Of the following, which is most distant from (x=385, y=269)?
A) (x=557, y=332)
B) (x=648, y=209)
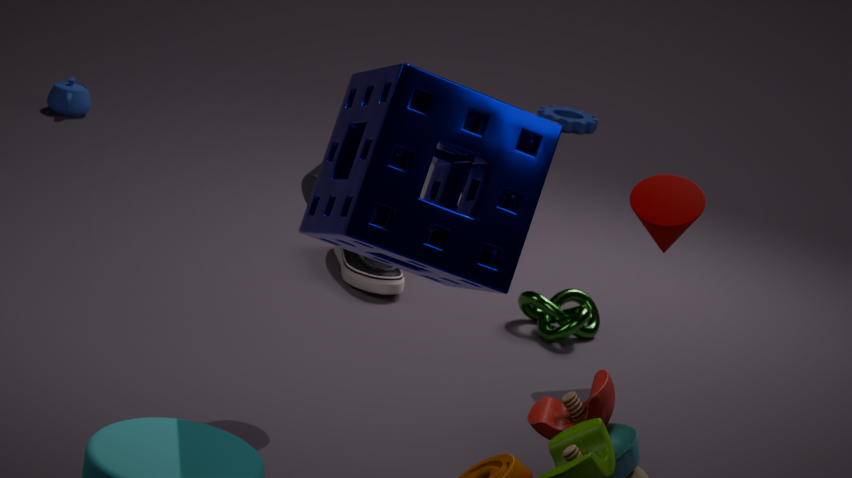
(x=648, y=209)
